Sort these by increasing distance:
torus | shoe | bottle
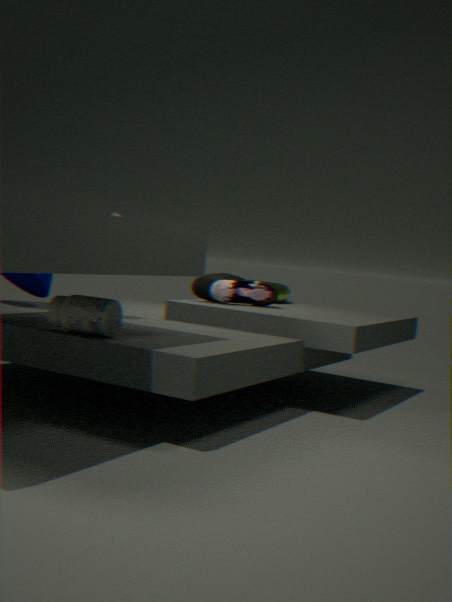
bottle < shoe < torus
